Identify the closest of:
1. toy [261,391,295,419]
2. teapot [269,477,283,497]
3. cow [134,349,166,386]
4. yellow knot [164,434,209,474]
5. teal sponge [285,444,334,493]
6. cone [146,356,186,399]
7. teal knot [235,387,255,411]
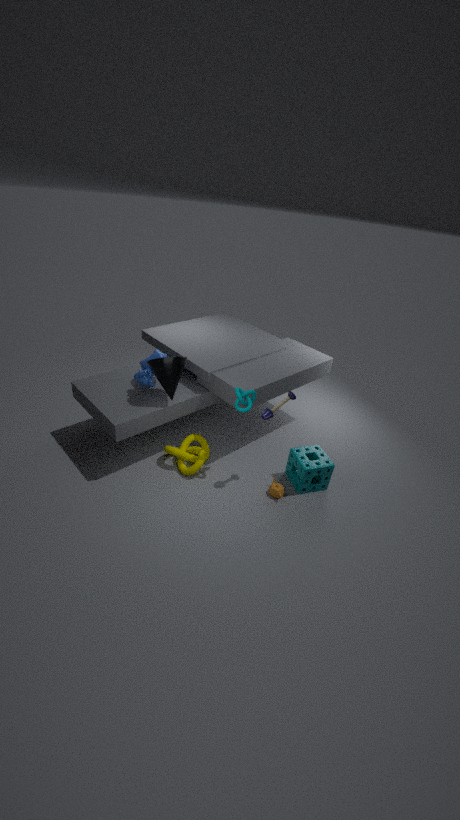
toy [261,391,295,419]
